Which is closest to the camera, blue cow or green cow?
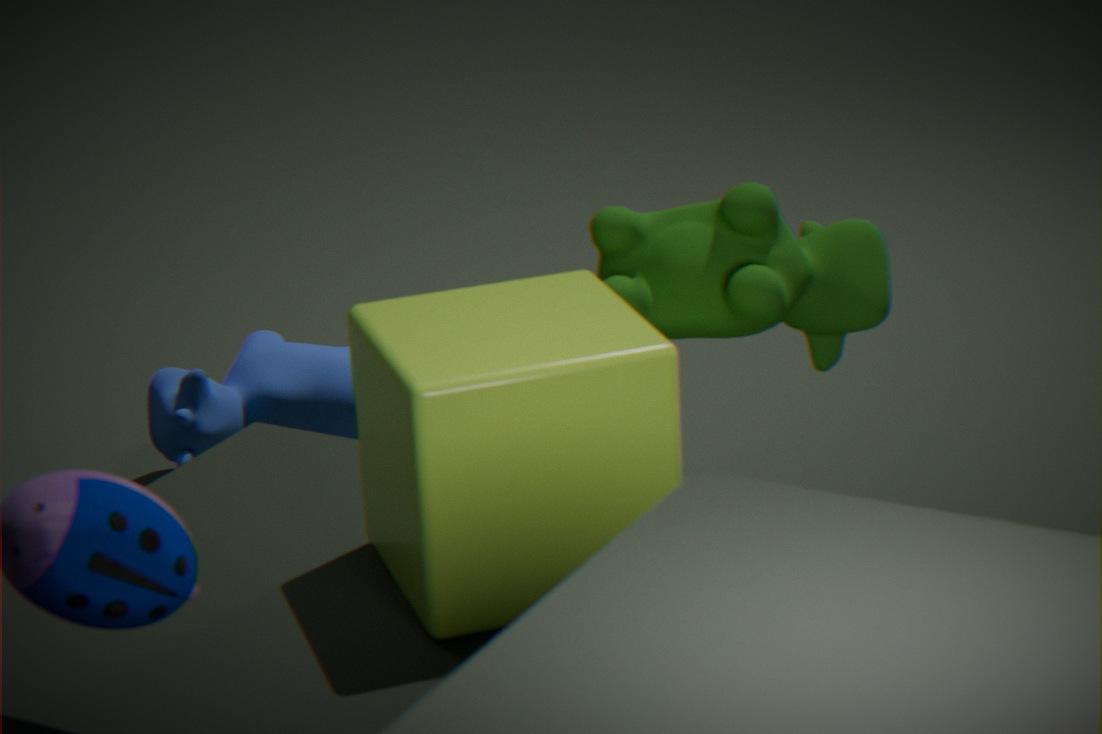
green cow
